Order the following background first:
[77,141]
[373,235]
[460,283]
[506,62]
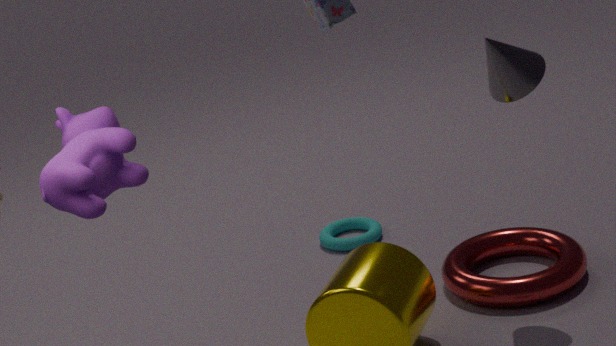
[373,235] < [460,283] < [506,62] < [77,141]
